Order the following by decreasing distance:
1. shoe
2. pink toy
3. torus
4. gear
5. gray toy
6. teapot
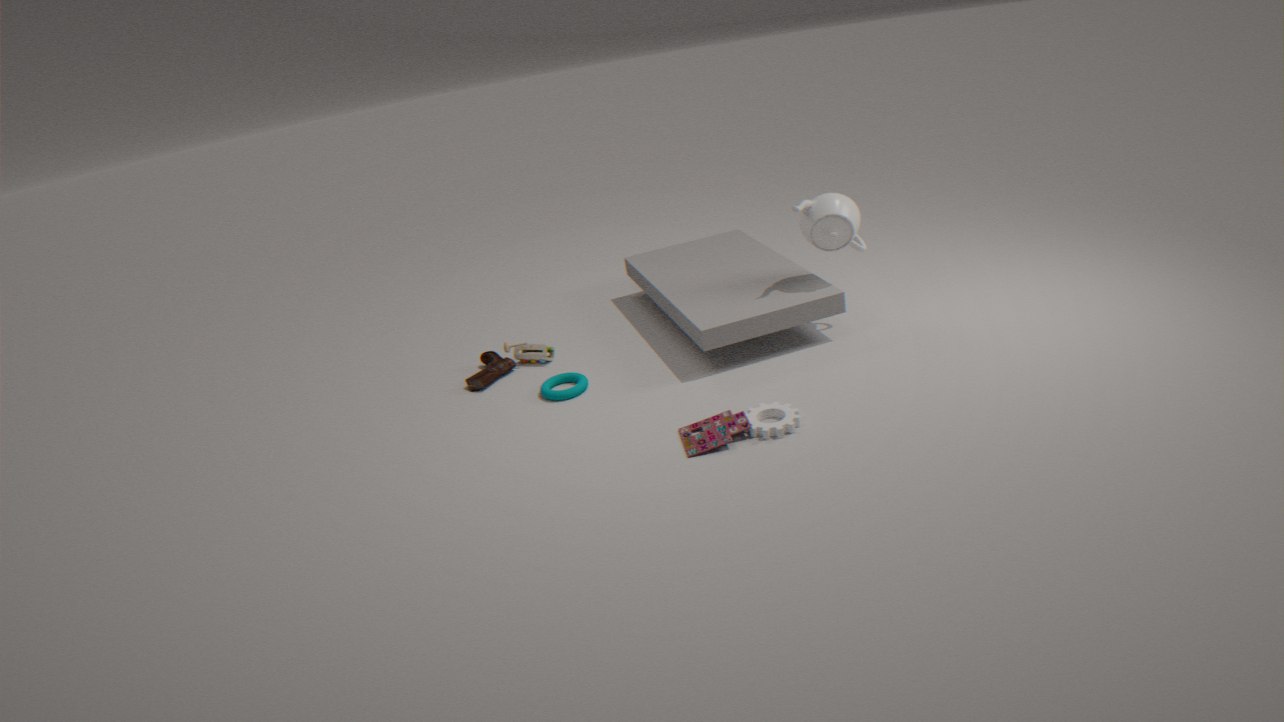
gray toy → shoe → torus → teapot → gear → pink toy
